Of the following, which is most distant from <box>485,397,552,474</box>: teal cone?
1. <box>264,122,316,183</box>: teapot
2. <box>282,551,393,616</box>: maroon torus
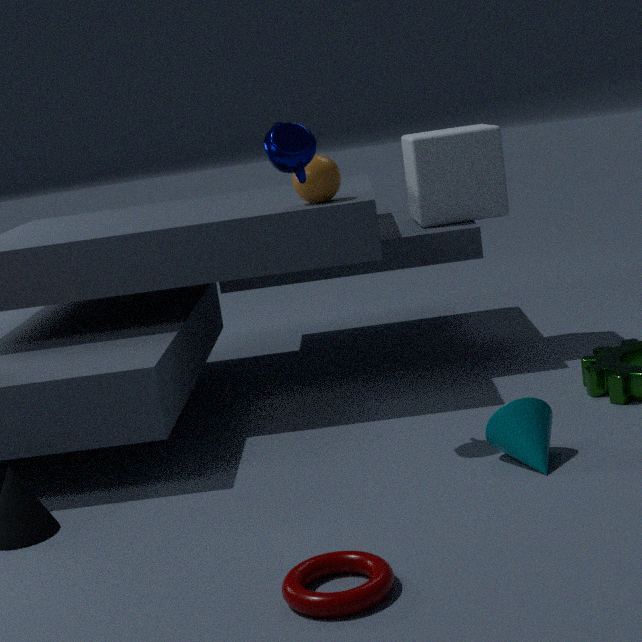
<box>264,122,316,183</box>: teapot
